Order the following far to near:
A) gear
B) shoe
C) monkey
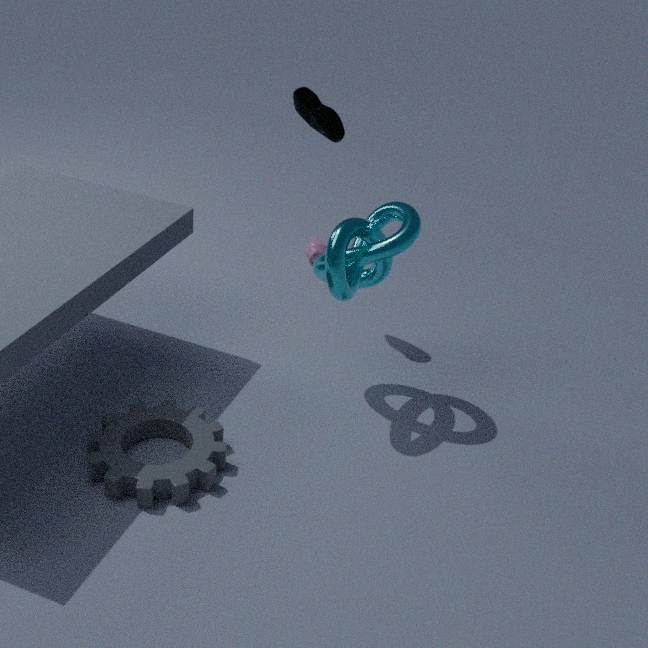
monkey → shoe → gear
